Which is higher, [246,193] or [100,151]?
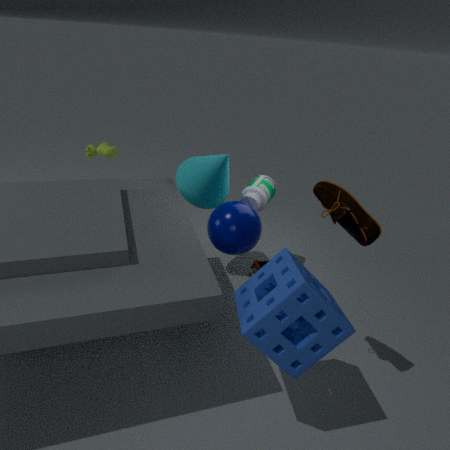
[100,151]
